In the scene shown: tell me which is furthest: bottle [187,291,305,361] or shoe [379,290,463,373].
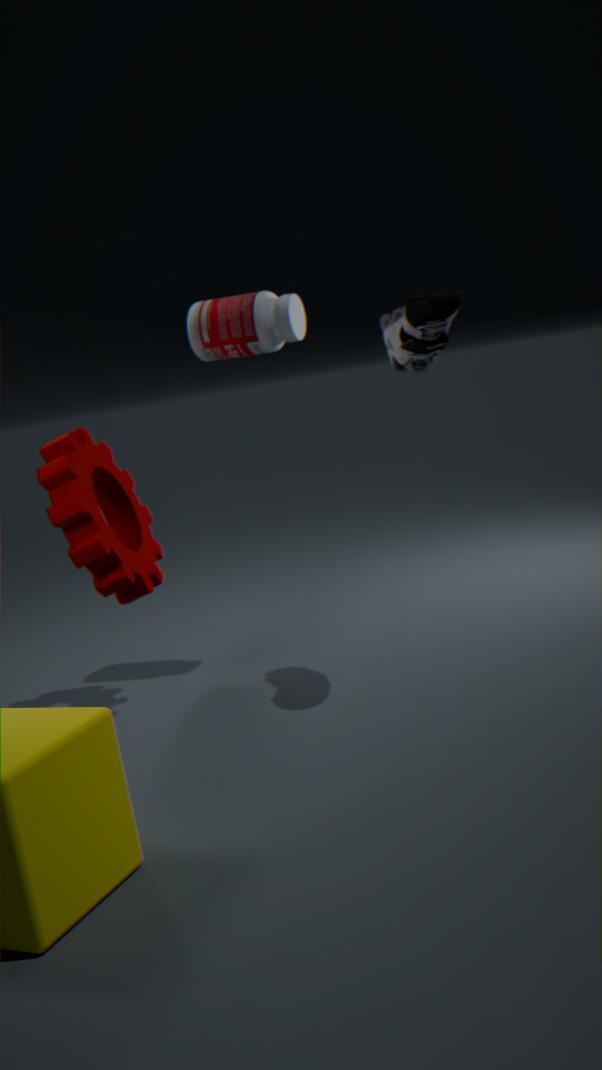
bottle [187,291,305,361]
